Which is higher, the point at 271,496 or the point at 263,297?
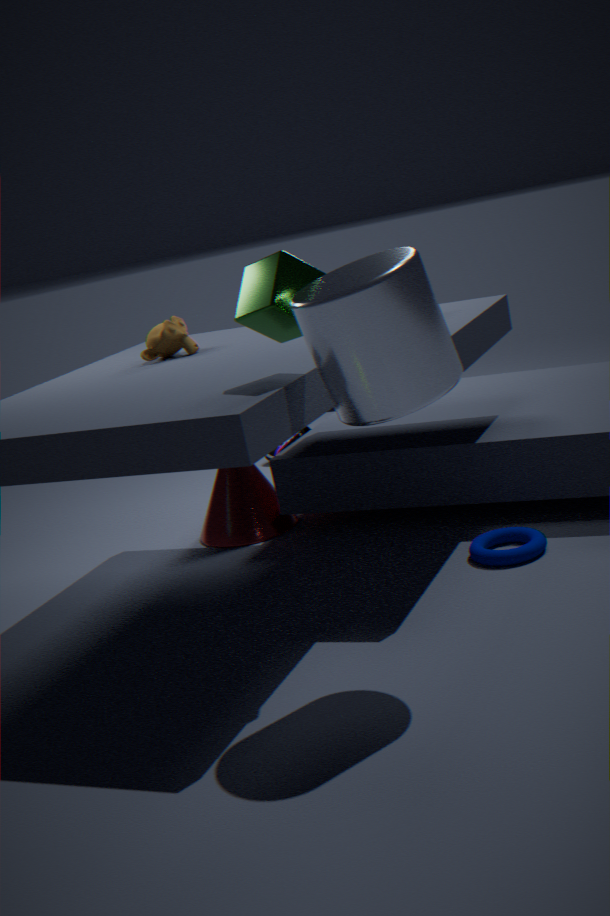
the point at 263,297
